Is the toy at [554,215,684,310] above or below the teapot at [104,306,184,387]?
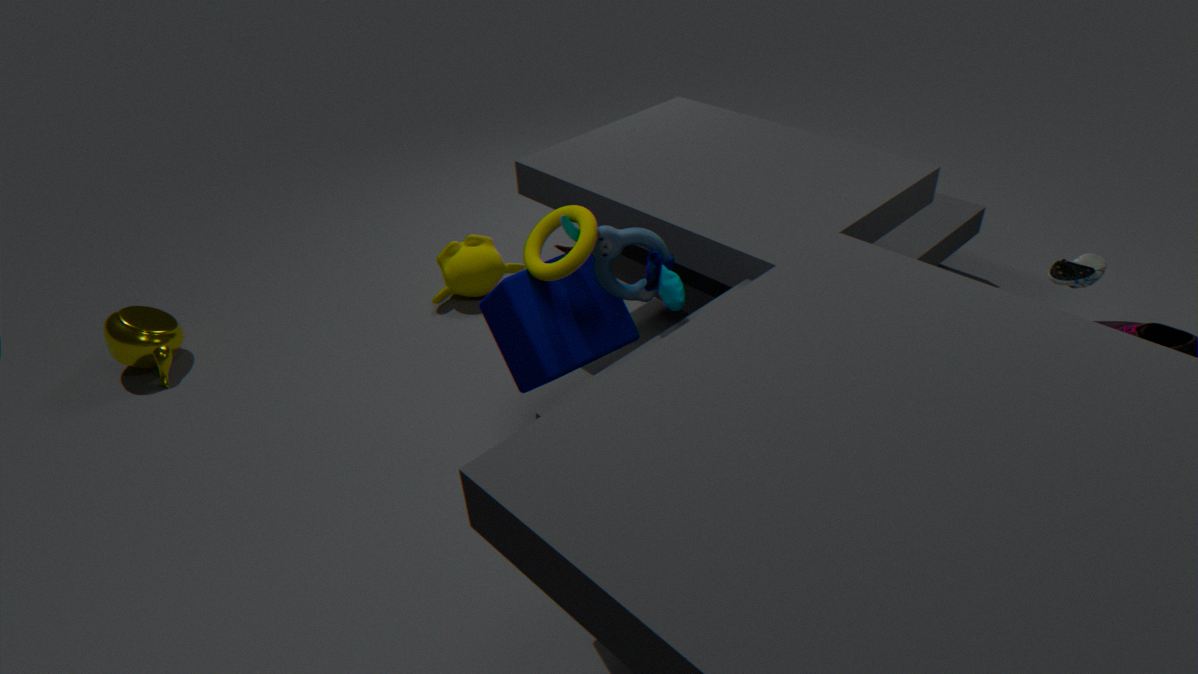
above
